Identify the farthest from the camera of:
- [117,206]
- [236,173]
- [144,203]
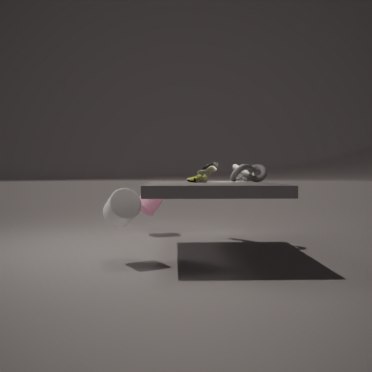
[144,203]
